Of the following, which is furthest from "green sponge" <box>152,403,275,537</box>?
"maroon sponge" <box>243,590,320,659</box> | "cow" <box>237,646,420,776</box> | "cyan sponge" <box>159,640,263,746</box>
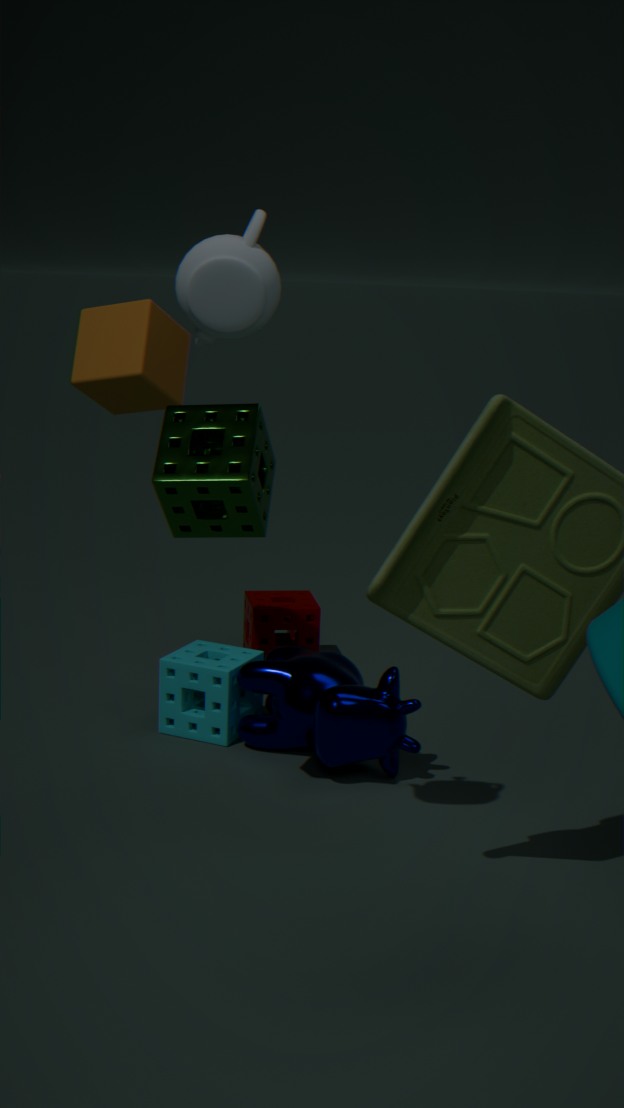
"maroon sponge" <box>243,590,320,659</box>
